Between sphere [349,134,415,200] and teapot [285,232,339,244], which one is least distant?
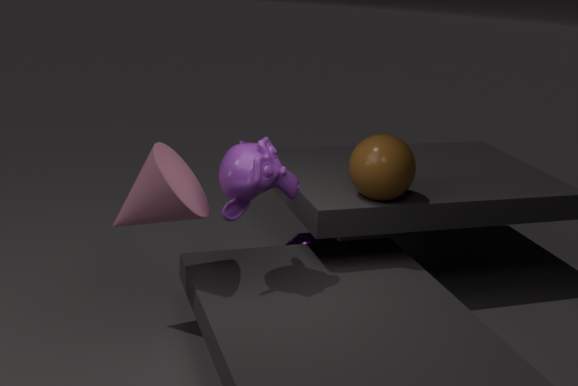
sphere [349,134,415,200]
